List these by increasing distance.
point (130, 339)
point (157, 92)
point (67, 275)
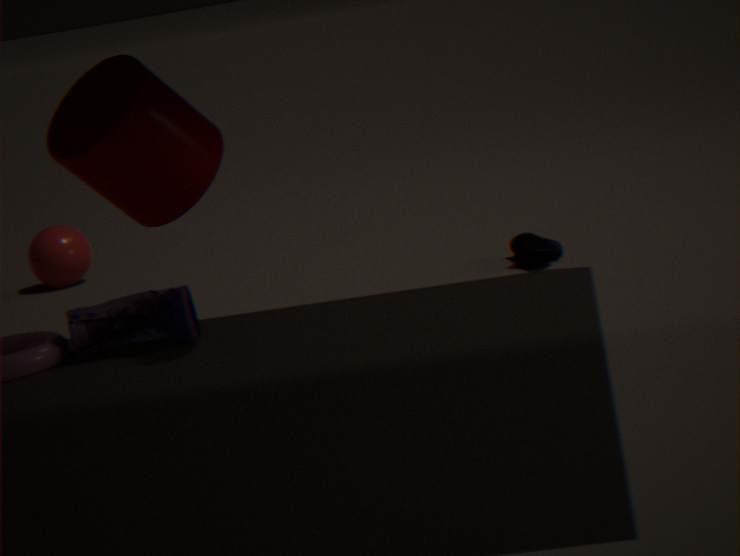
point (157, 92) → point (130, 339) → point (67, 275)
